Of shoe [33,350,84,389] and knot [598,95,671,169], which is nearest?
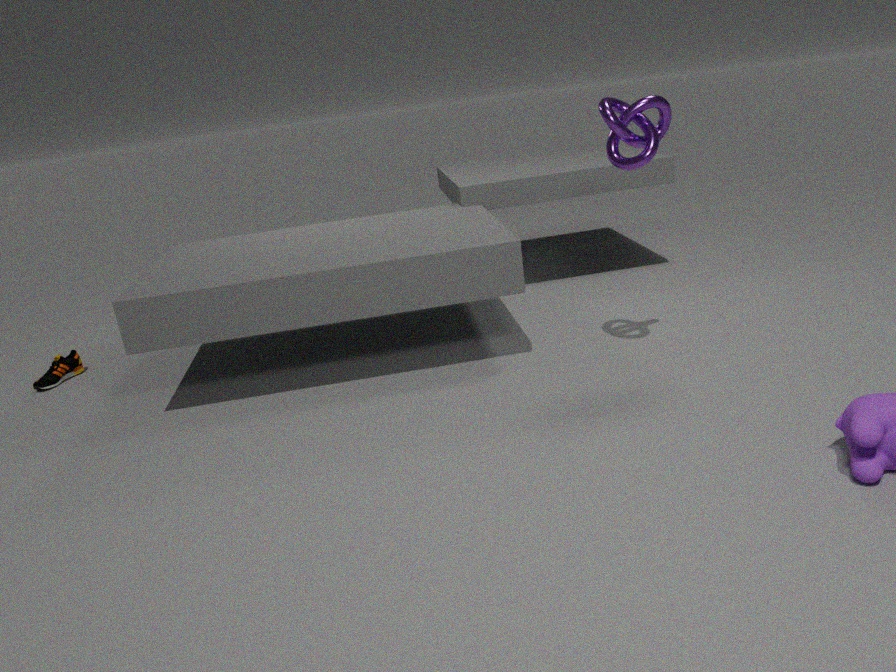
knot [598,95,671,169]
